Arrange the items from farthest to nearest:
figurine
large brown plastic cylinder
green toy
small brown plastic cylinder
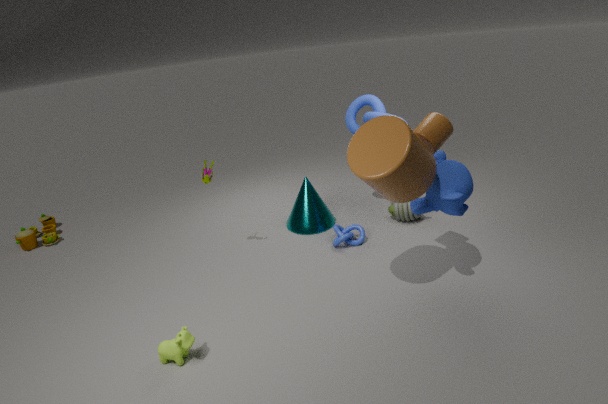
green toy → figurine → small brown plastic cylinder → large brown plastic cylinder
